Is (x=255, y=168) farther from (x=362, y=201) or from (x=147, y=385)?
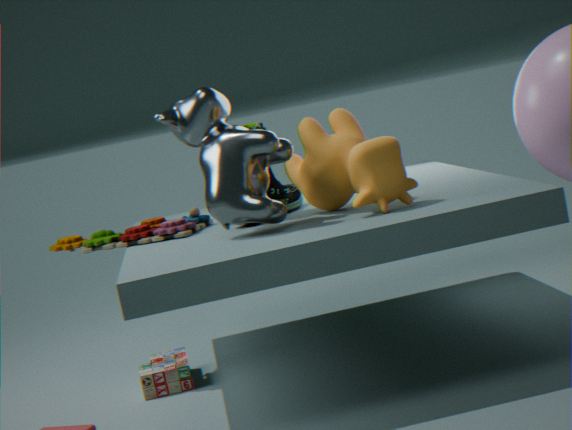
(x=147, y=385)
